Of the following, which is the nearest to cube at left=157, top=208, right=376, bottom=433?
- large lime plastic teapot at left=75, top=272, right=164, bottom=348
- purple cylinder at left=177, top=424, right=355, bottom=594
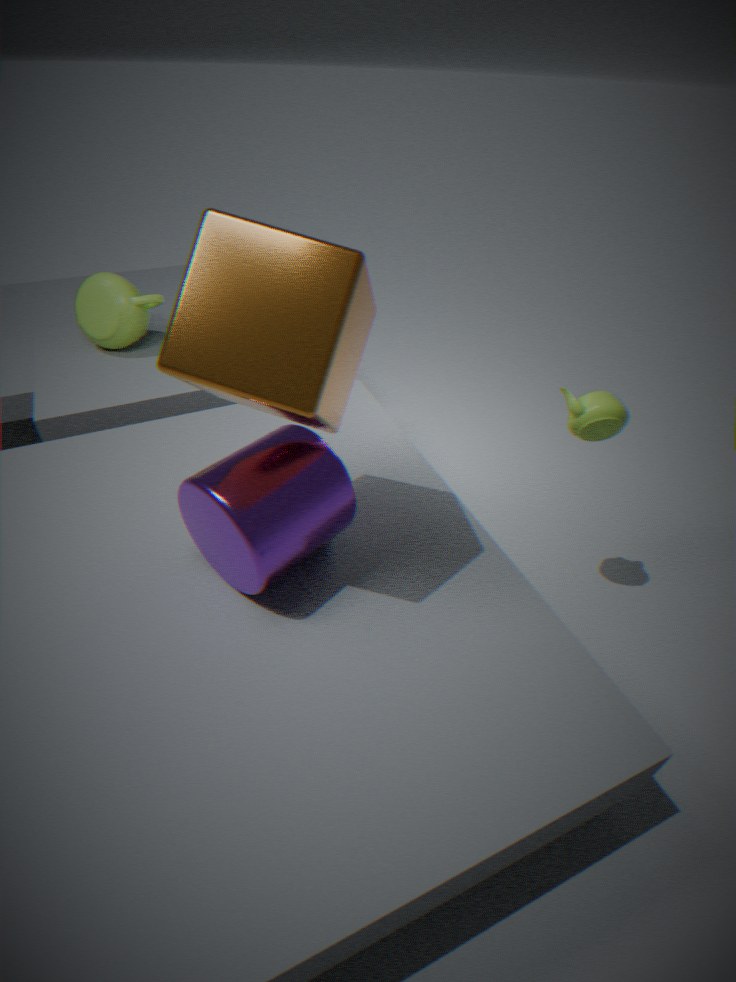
purple cylinder at left=177, top=424, right=355, bottom=594
